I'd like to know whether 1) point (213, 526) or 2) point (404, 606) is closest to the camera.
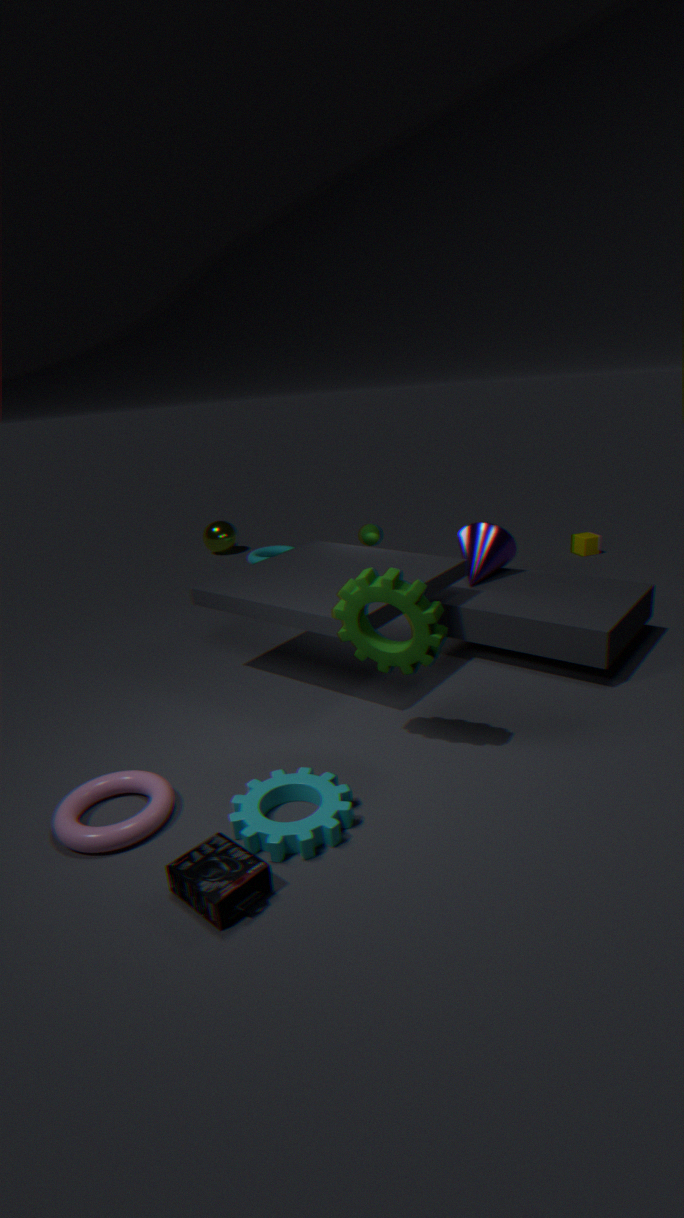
2. point (404, 606)
